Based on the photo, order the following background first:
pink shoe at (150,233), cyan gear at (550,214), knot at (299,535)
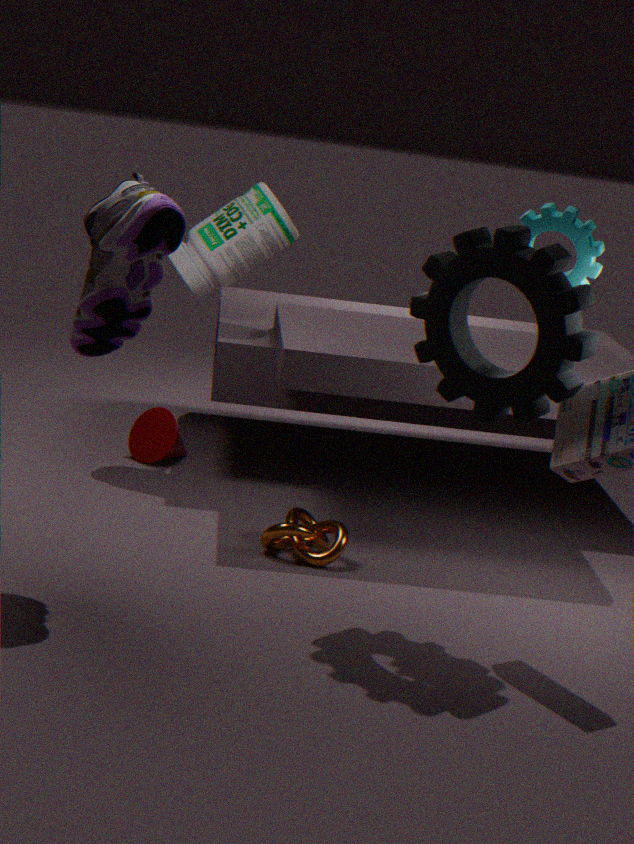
knot at (299,535) < cyan gear at (550,214) < pink shoe at (150,233)
